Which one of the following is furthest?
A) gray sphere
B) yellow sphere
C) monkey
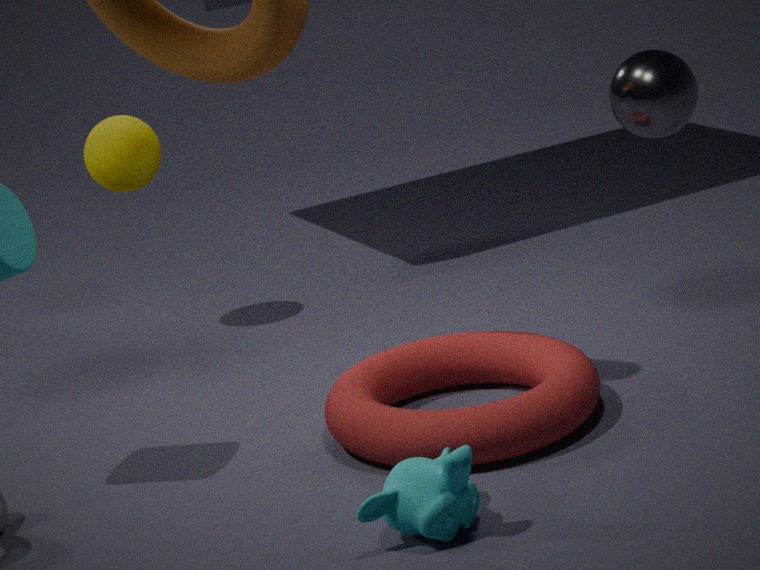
yellow sphere
